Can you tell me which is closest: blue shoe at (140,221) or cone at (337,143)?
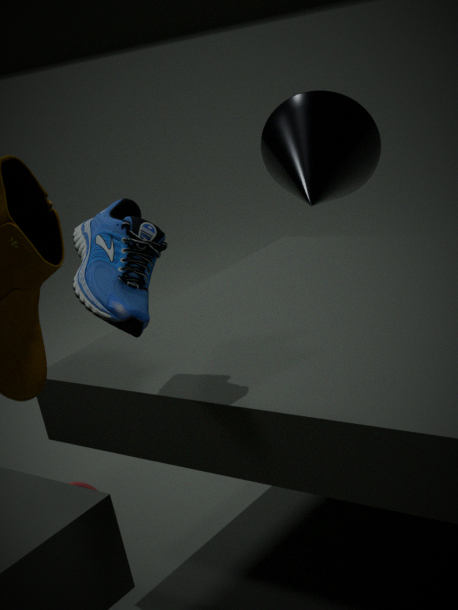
blue shoe at (140,221)
